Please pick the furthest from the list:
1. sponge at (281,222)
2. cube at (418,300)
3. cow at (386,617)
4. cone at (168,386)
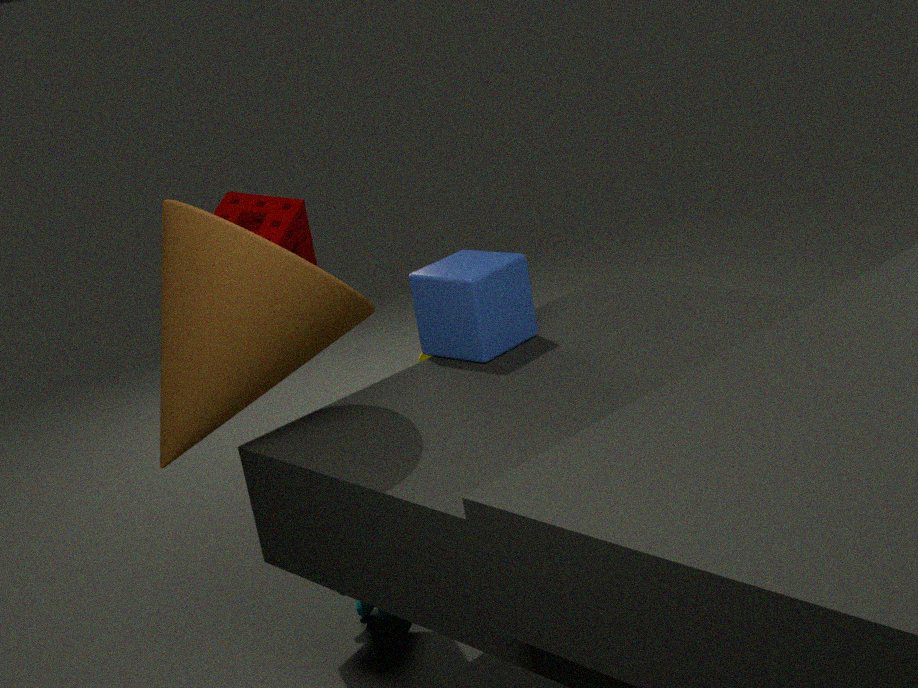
cow at (386,617)
